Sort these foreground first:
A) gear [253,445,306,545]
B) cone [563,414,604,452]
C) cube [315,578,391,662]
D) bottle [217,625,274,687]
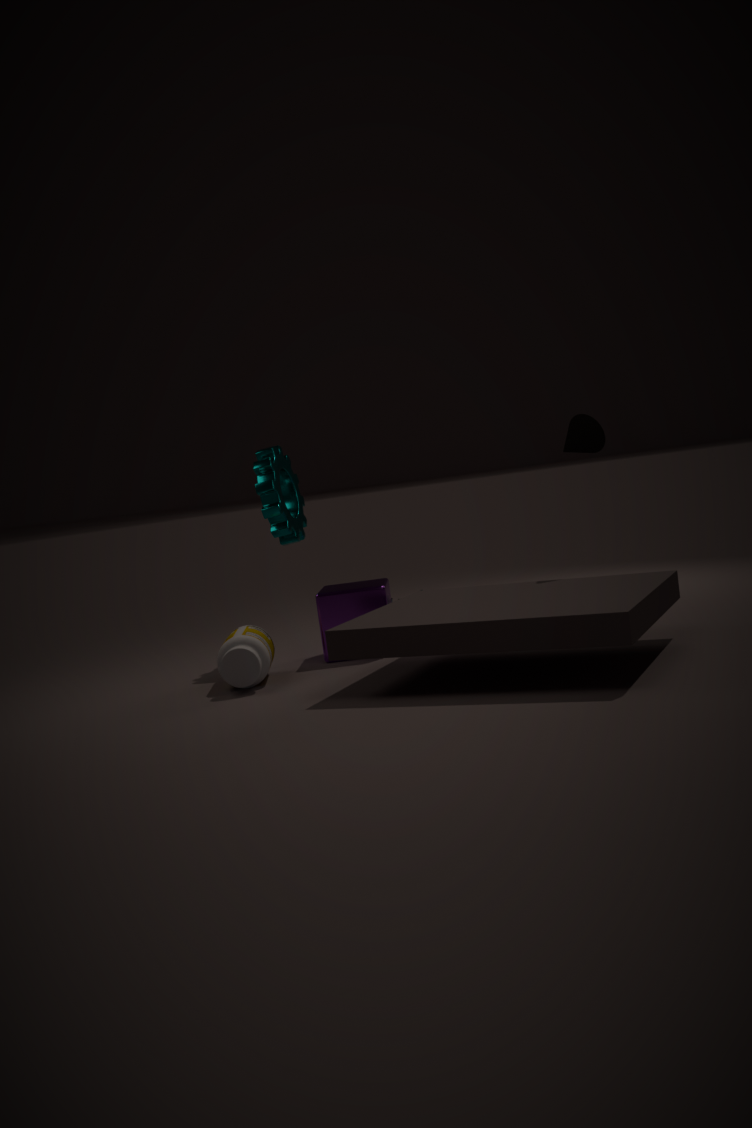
bottle [217,625,274,687] < cone [563,414,604,452] < cube [315,578,391,662] < gear [253,445,306,545]
